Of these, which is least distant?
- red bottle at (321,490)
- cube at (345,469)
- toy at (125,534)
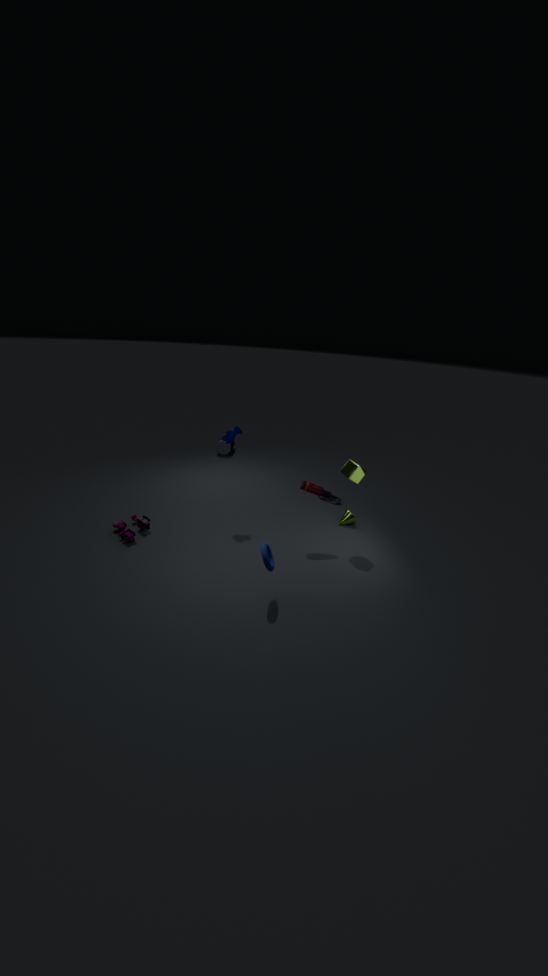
cube at (345,469)
